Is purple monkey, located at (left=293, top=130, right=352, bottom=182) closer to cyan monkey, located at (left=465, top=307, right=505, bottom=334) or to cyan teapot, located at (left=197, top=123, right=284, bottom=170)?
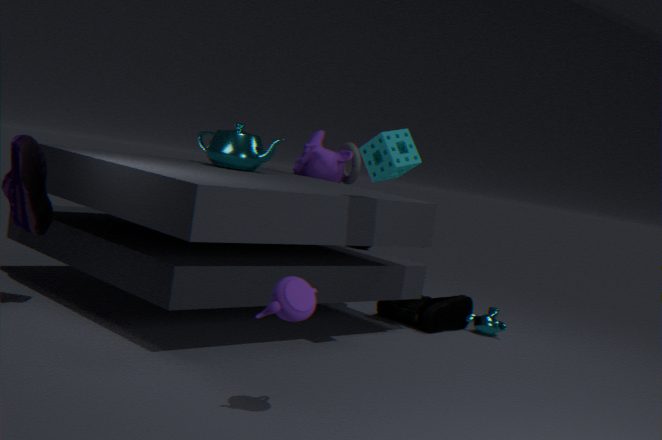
cyan teapot, located at (left=197, top=123, right=284, bottom=170)
